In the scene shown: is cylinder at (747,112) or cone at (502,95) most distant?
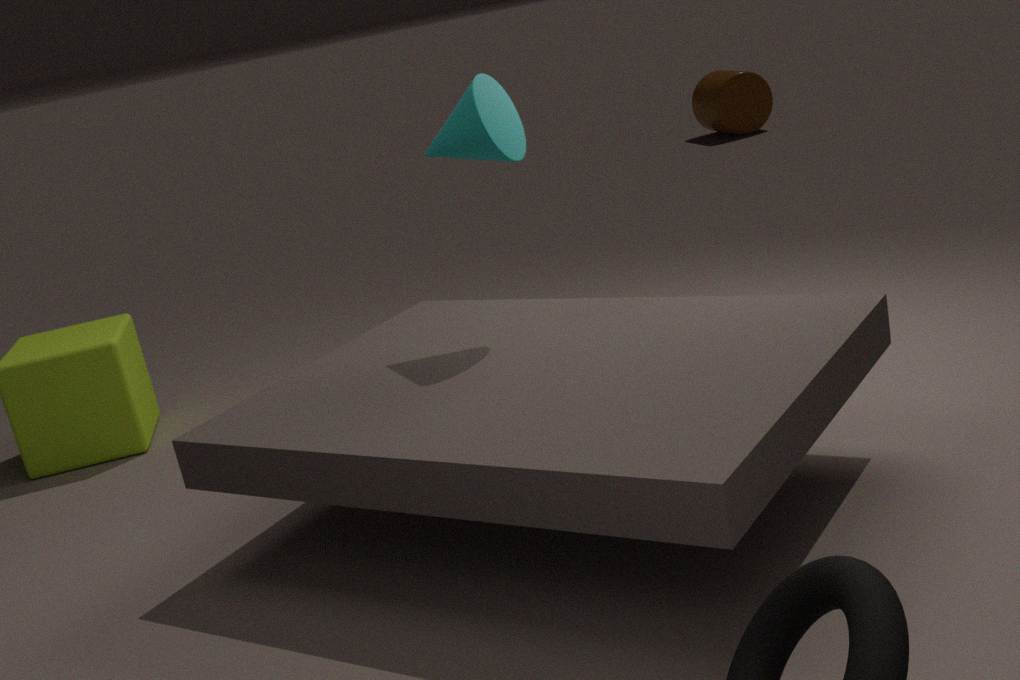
cylinder at (747,112)
